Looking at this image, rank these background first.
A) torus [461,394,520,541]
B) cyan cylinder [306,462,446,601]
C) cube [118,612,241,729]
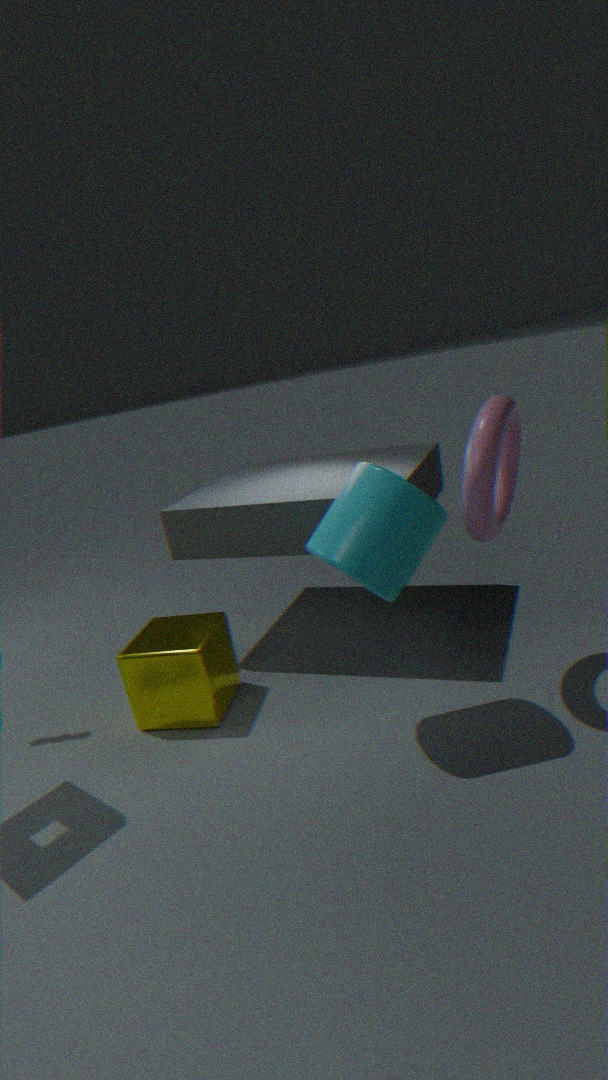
1. cube [118,612,241,729]
2. torus [461,394,520,541]
3. cyan cylinder [306,462,446,601]
